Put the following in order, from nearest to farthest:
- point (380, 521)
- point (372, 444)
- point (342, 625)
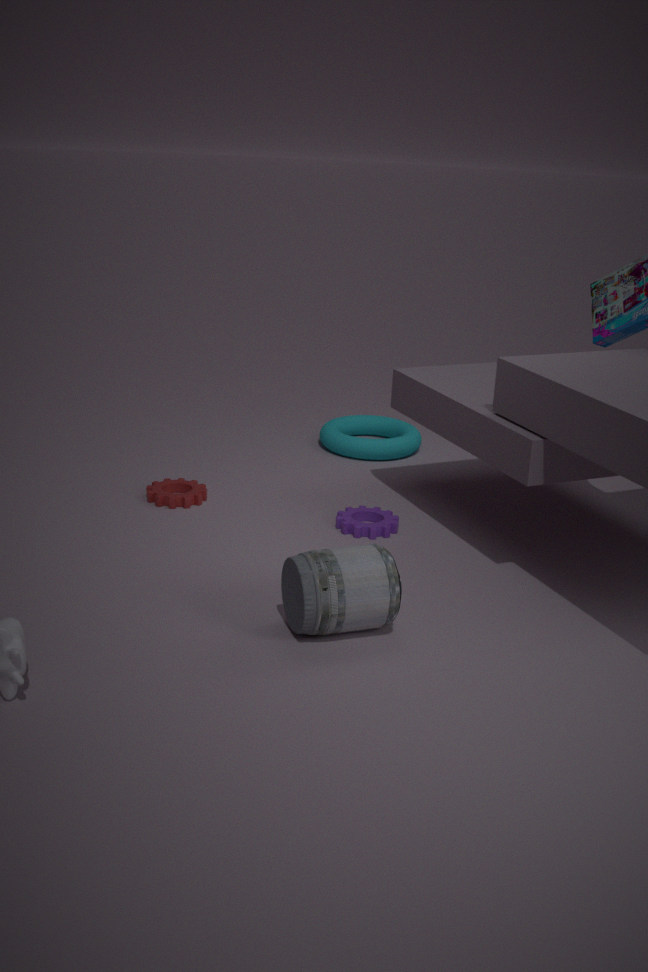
point (342, 625)
point (380, 521)
point (372, 444)
